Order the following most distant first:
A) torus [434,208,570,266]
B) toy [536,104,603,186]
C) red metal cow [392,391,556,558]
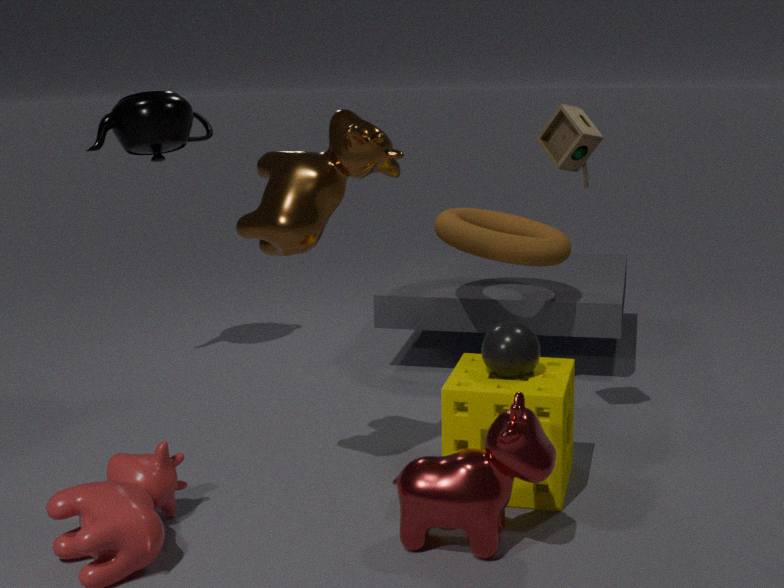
torus [434,208,570,266] < toy [536,104,603,186] < red metal cow [392,391,556,558]
